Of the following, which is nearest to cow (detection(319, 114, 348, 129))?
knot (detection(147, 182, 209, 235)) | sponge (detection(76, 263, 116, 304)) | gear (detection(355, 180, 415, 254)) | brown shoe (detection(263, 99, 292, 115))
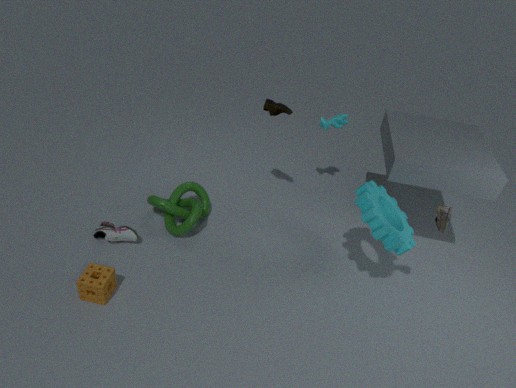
brown shoe (detection(263, 99, 292, 115))
